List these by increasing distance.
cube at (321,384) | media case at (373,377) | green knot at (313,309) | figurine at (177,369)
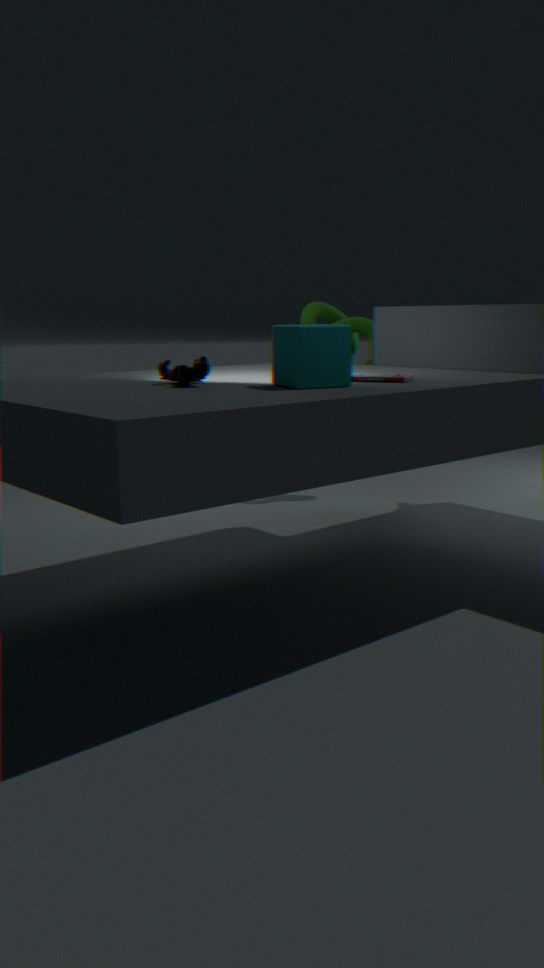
cube at (321,384), figurine at (177,369), media case at (373,377), green knot at (313,309)
